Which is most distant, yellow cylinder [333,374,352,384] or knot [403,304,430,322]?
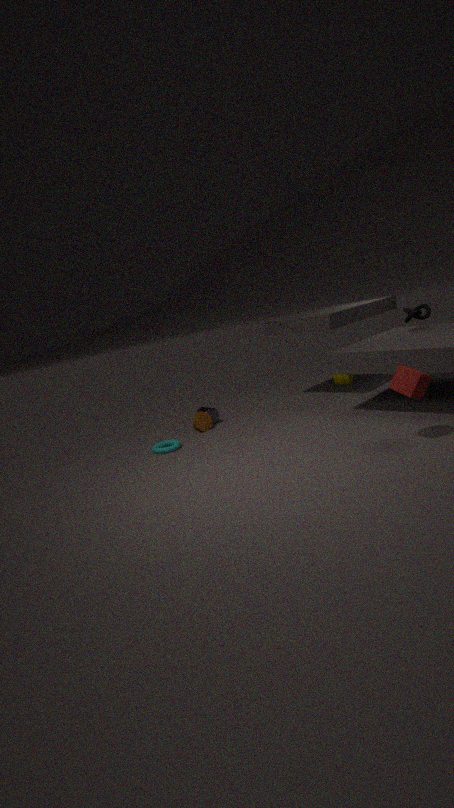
yellow cylinder [333,374,352,384]
